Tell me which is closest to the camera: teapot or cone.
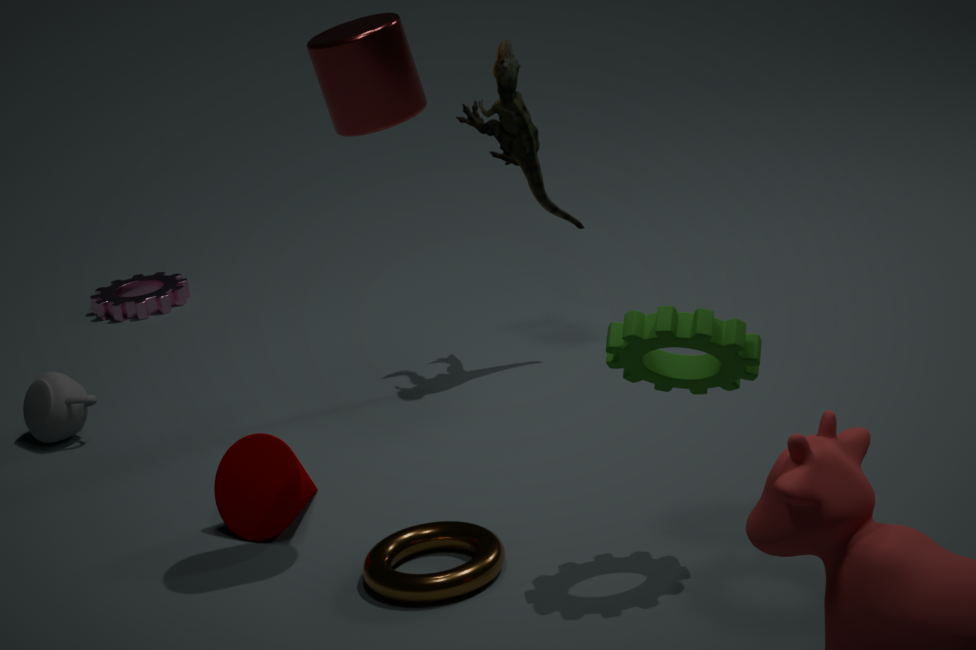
cone
